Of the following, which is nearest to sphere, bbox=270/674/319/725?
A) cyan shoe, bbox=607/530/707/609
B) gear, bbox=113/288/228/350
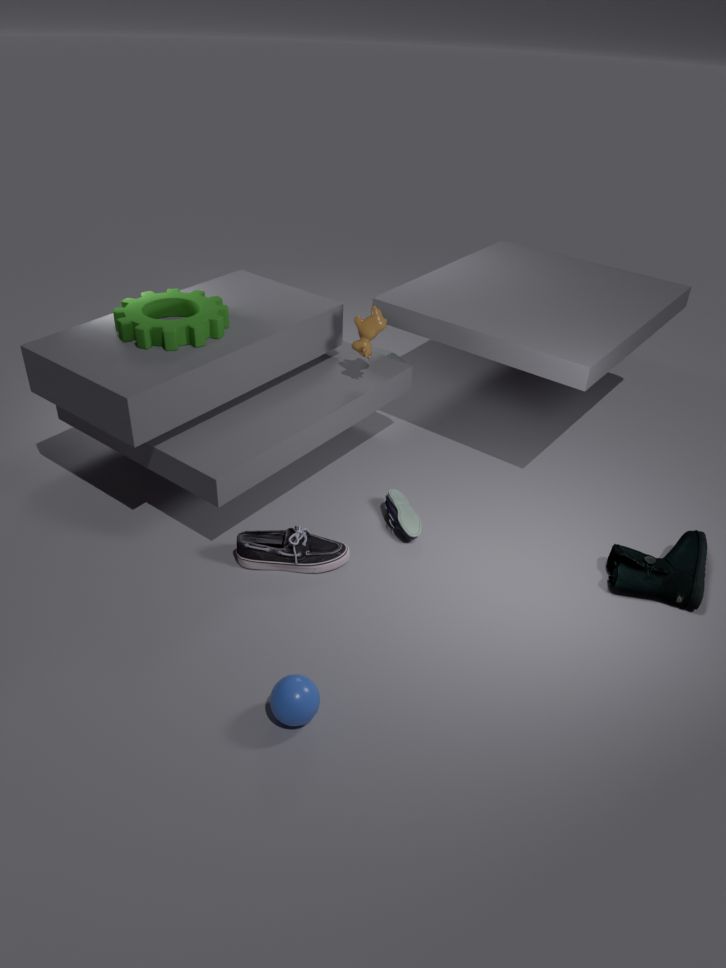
cyan shoe, bbox=607/530/707/609
